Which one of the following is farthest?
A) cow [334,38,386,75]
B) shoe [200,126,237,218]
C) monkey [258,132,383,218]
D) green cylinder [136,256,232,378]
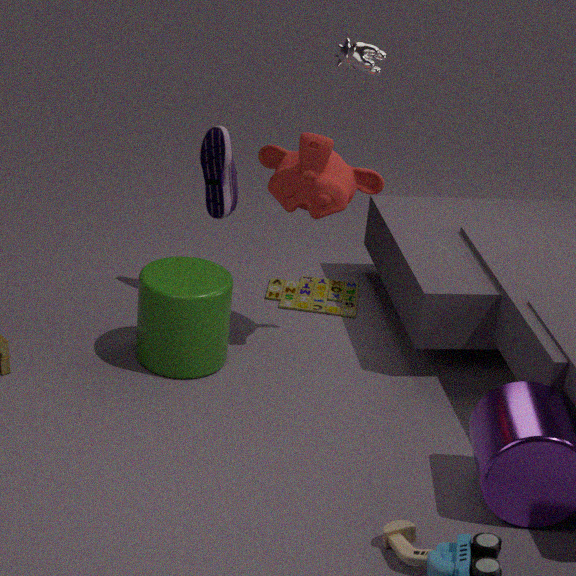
shoe [200,126,237,218]
